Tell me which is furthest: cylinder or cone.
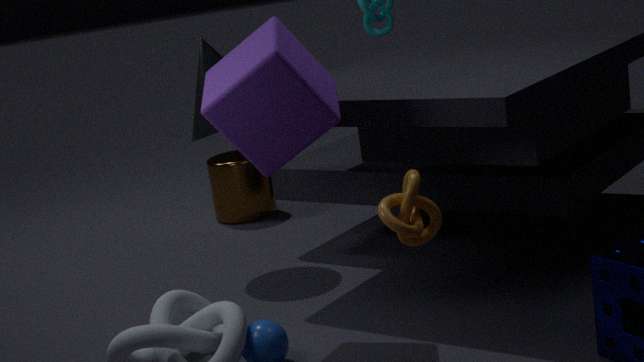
cylinder
